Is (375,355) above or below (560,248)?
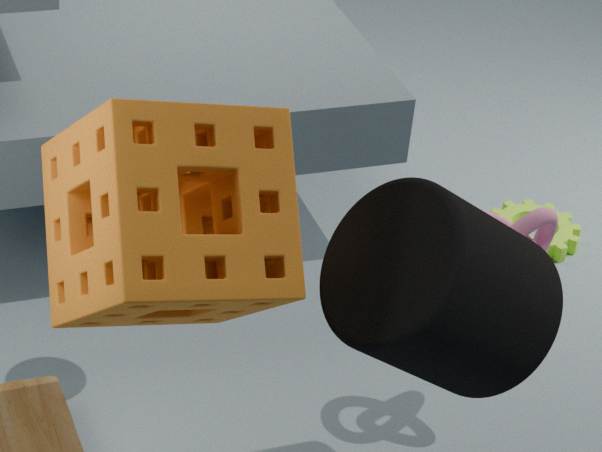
above
